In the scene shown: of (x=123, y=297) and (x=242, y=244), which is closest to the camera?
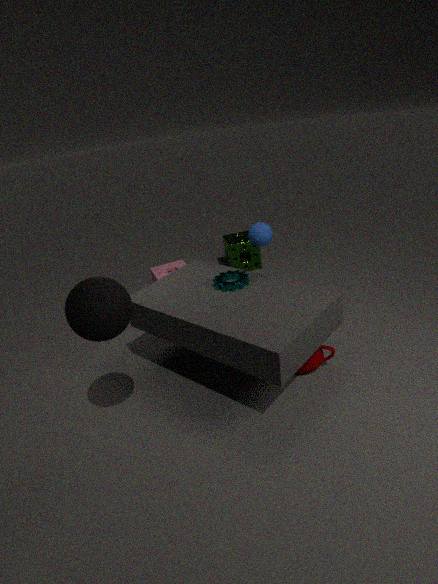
(x=123, y=297)
